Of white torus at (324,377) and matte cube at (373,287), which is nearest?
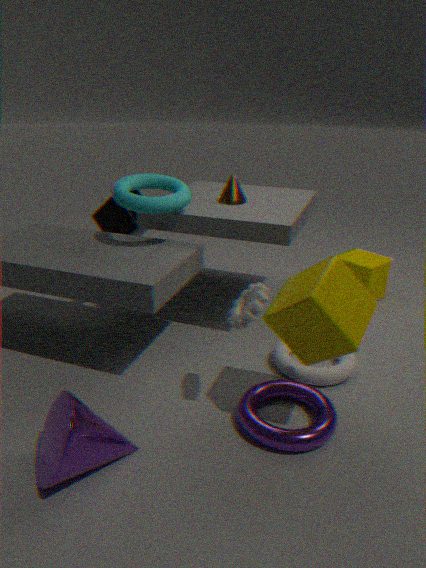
white torus at (324,377)
